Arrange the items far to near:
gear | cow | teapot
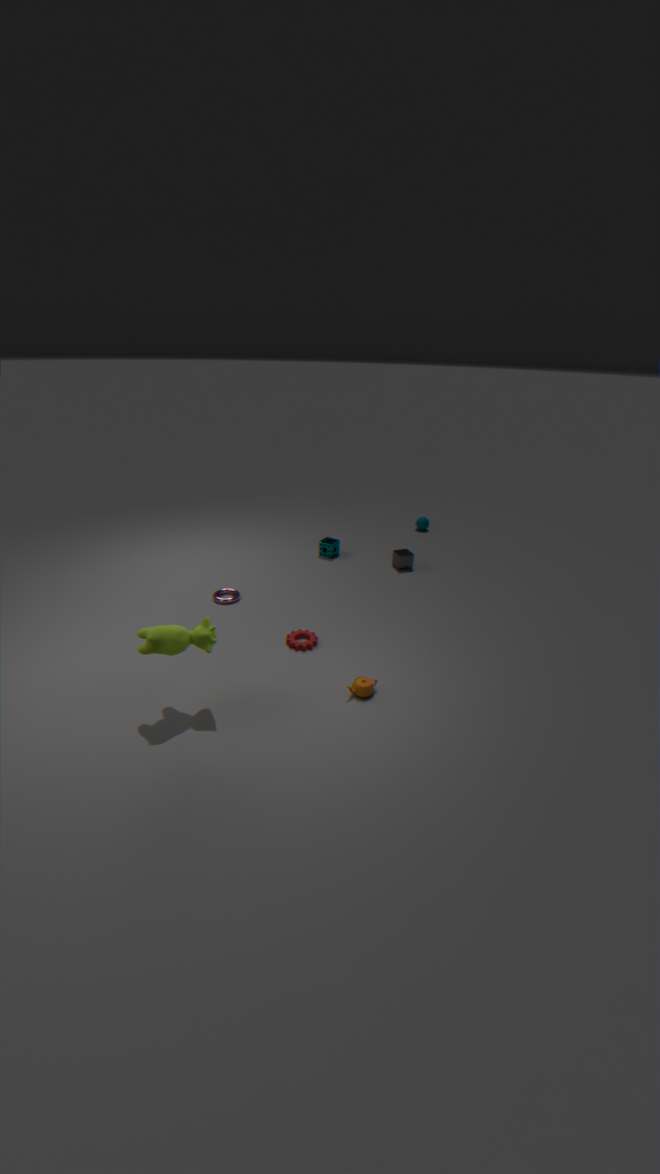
gear
teapot
cow
